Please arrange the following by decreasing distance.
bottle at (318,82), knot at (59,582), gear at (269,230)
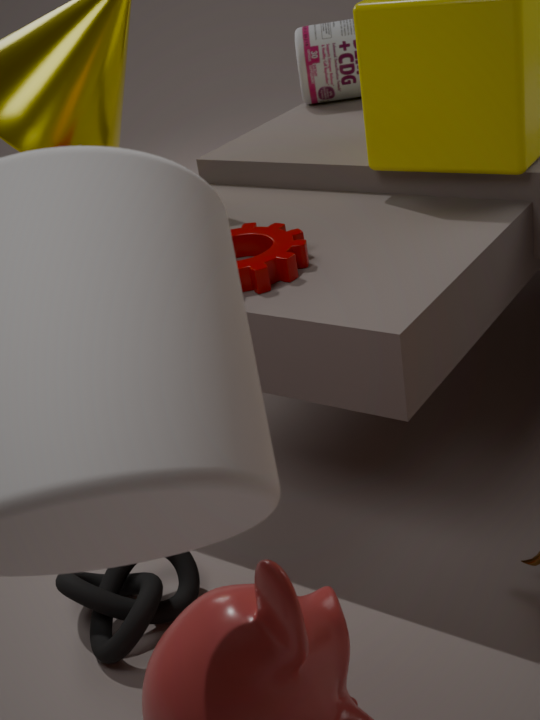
bottle at (318,82)
gear at (269,230)
knot at (59,582)
